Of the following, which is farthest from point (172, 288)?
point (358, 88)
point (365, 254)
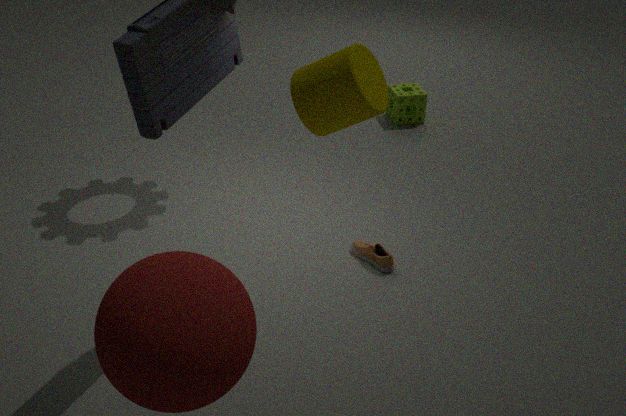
point (365, 254)
